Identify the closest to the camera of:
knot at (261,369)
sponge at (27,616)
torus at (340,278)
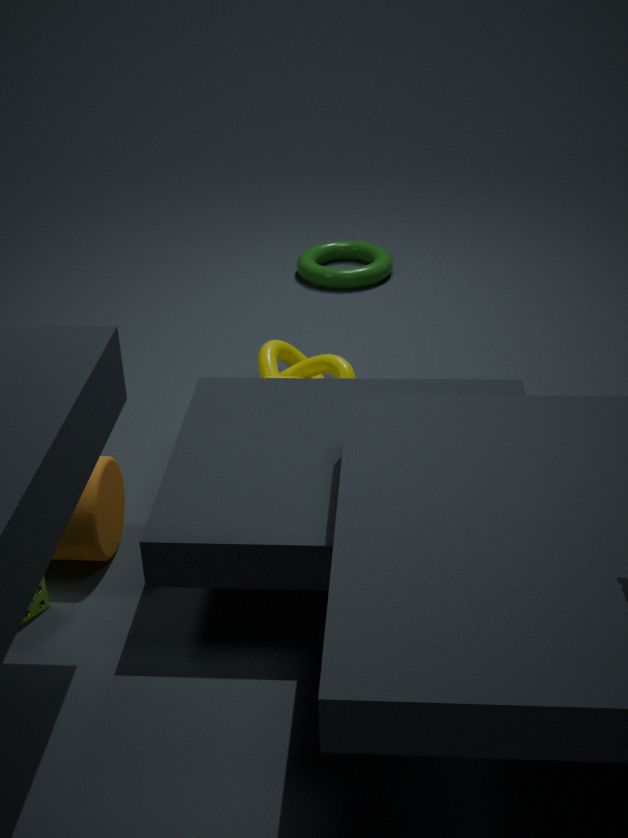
sponge at (27,616)
